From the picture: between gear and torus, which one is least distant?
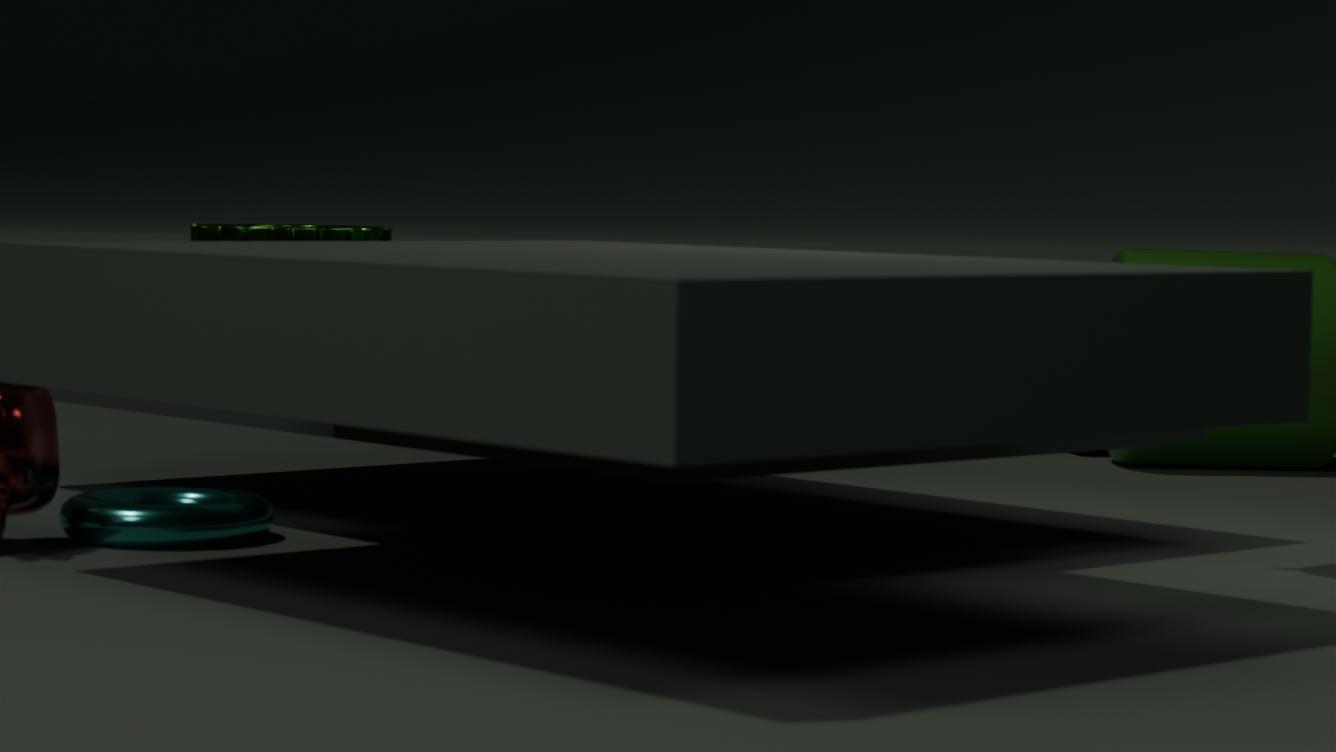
torus
